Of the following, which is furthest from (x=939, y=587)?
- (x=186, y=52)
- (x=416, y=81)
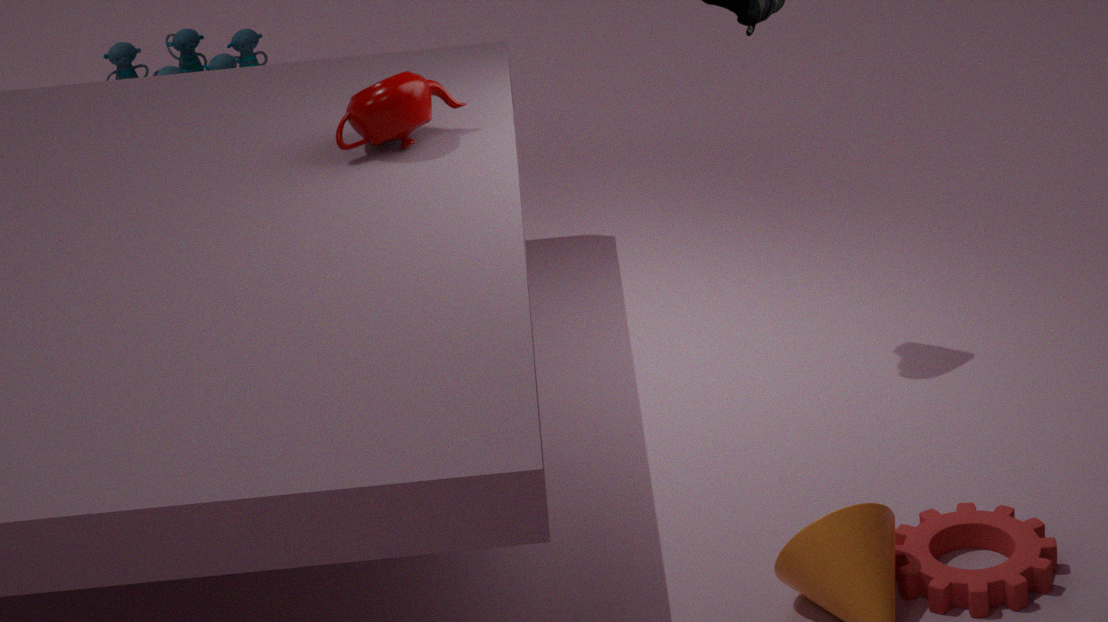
(x=186, y=52)
